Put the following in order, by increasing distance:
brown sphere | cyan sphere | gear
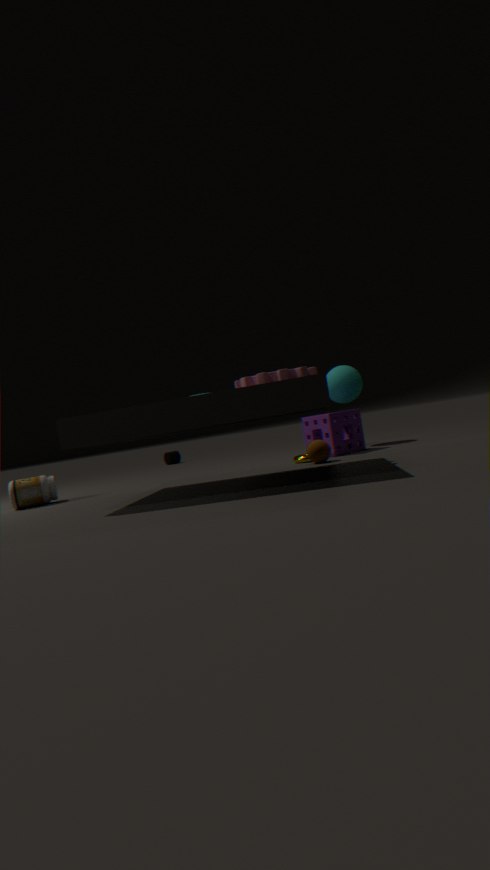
gear, brown sphere, cyan sphere
